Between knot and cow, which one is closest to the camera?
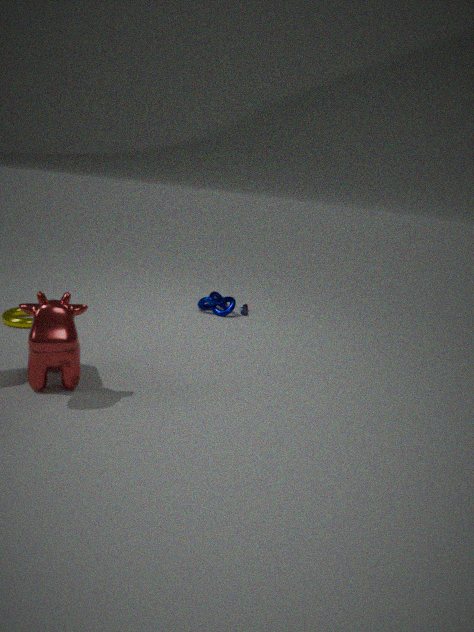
cow
